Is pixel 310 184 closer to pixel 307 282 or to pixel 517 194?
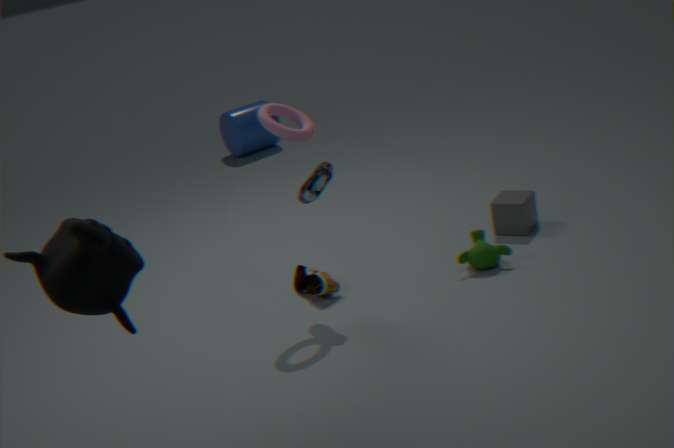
pixel 307 282
